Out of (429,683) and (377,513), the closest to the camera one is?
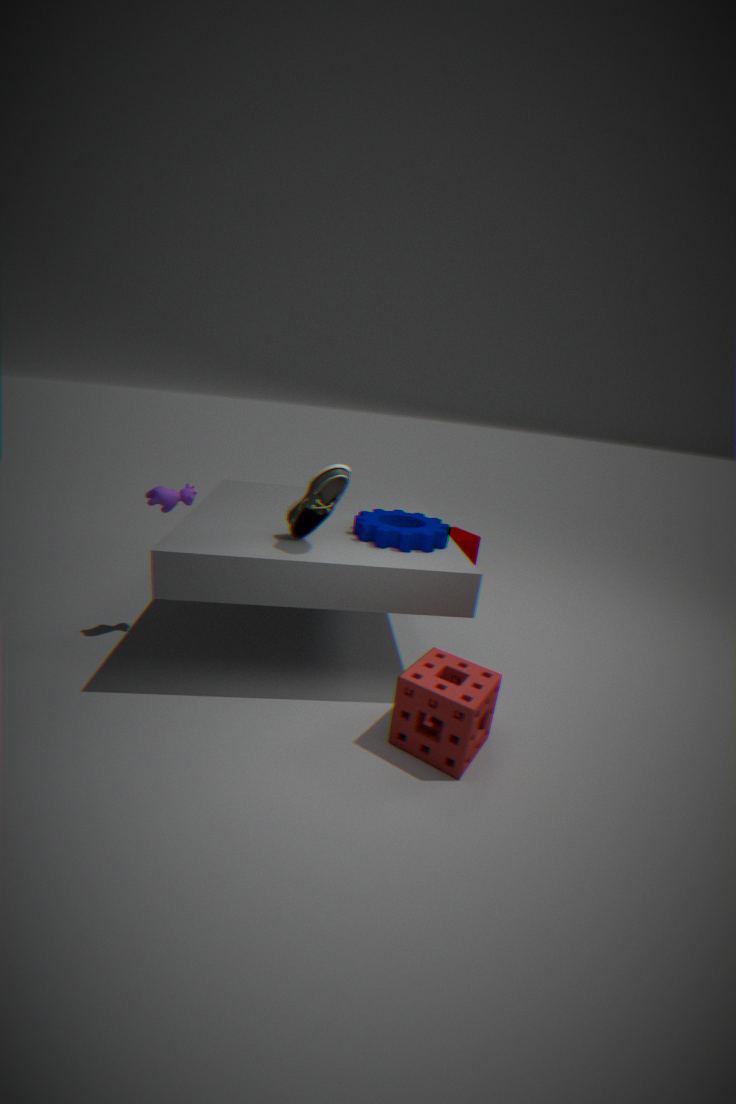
(429,683)
